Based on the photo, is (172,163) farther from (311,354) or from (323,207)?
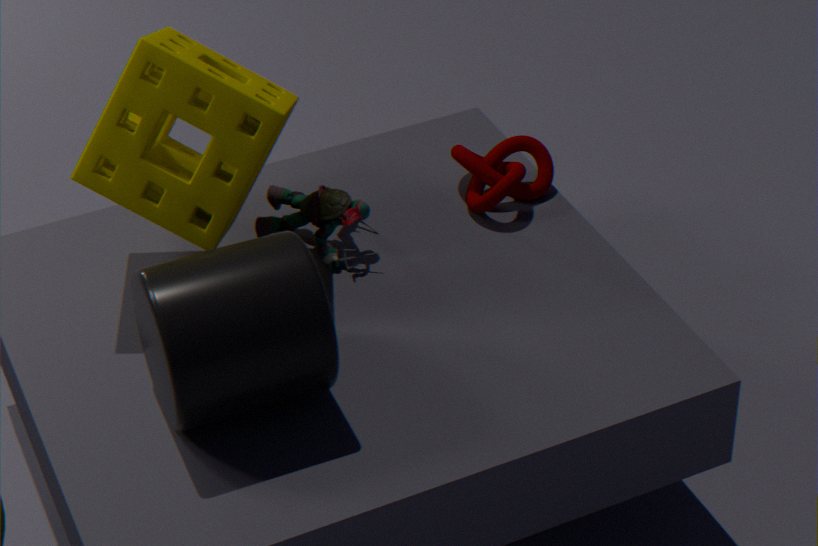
(311,354)
